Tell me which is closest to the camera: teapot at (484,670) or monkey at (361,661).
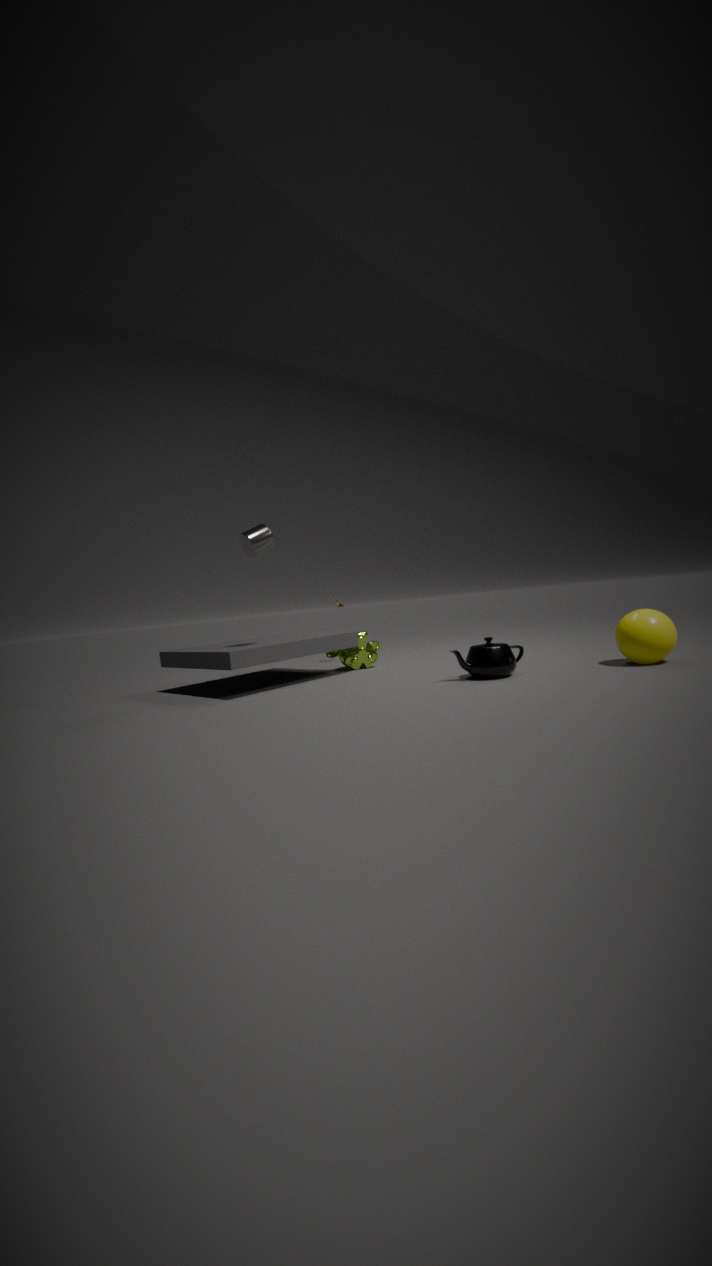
teapot at (484,670)
